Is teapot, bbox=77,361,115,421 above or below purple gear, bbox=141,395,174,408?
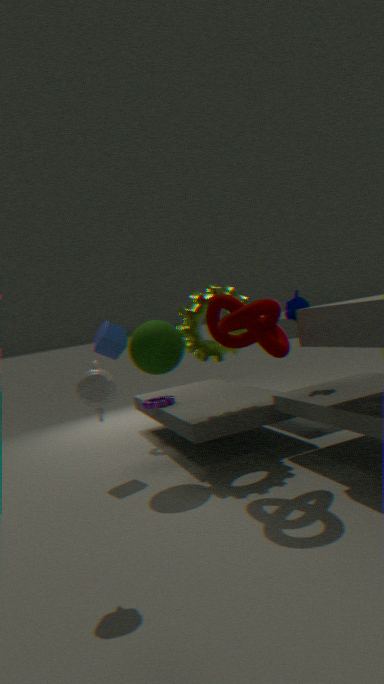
above
